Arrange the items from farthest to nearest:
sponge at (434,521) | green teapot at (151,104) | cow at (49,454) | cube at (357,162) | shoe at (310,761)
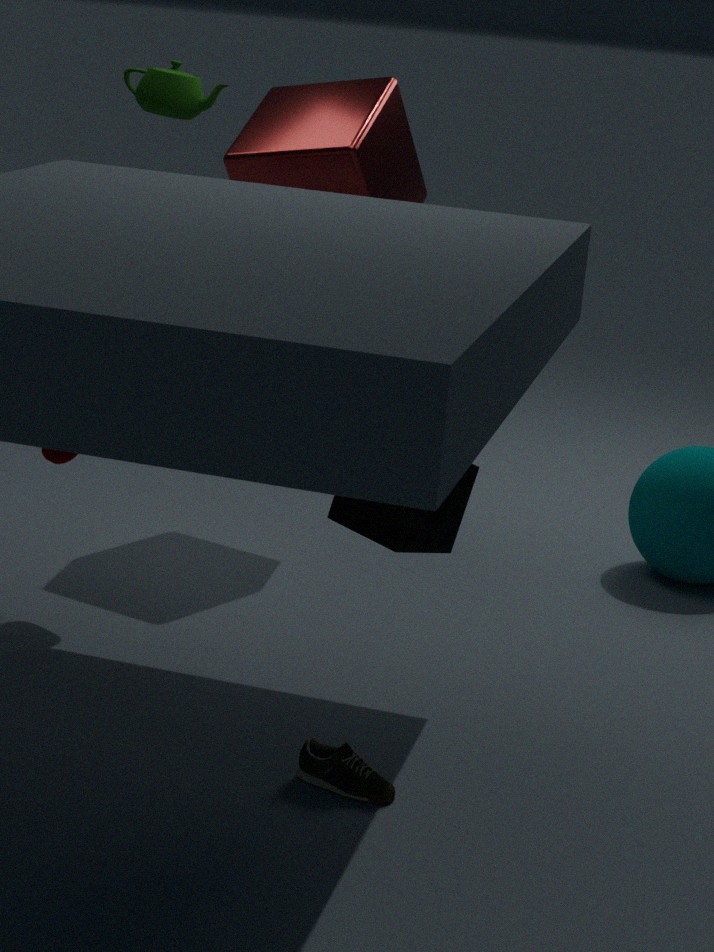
cube at (357,162)
green teapot at (151,104)
cow at (49,454)
sponge at (434,521)
shoe at (310,761)
